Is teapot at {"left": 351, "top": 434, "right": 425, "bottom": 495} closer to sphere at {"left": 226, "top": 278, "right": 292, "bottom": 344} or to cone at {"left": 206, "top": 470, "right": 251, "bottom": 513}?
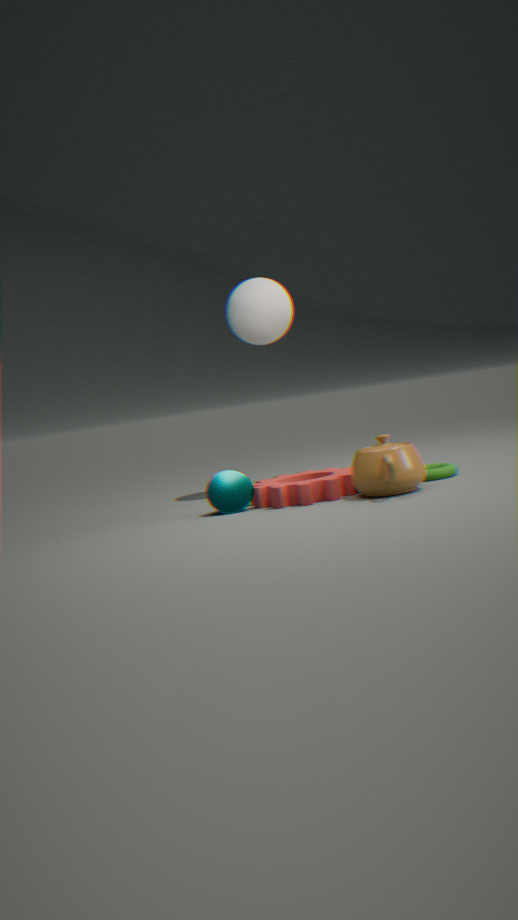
cone at {"left": 206, "top": 470, "right": 251, "bottom": 513}
